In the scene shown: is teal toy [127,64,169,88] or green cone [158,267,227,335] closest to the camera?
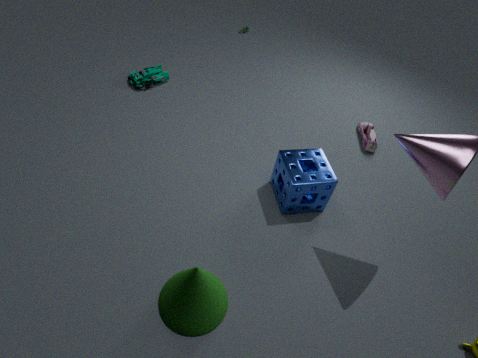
green cone [158,267,227,335]
